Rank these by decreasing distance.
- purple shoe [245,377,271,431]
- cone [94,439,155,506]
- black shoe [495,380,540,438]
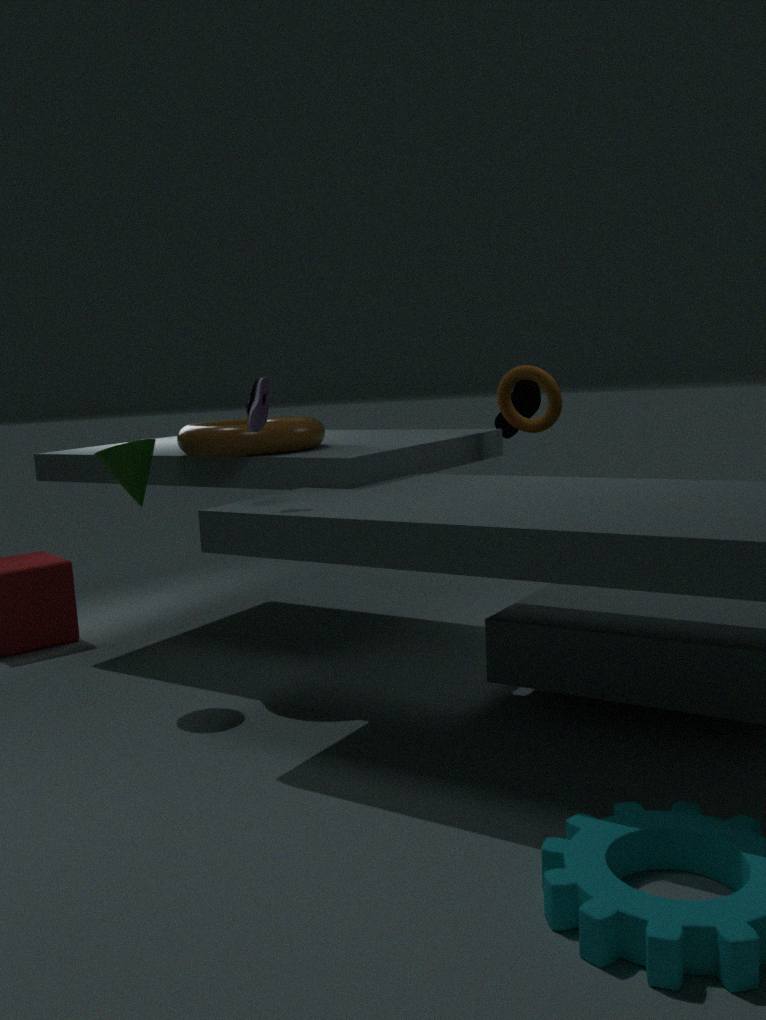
black shoe [495,380,540,438]
cone [94,439,155,506]
purple shoe [245,377,271,431]
